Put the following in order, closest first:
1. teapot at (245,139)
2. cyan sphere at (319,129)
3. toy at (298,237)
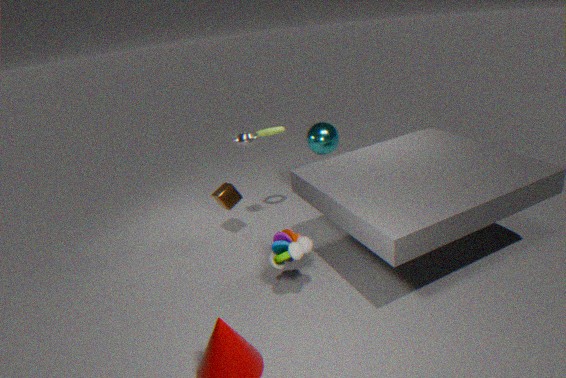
toy at (298,237), teapot at (245,139), cyan sphere at (319,129)
